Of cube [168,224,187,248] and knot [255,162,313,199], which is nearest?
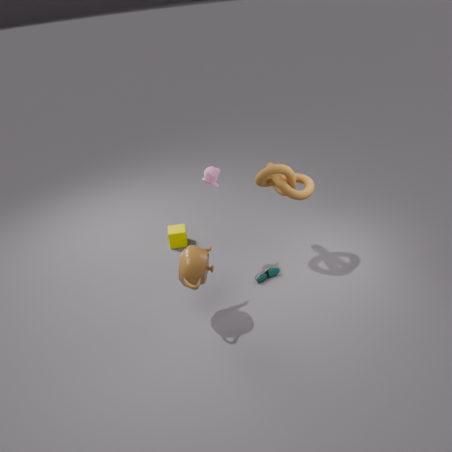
knot [255,162,313,199]
